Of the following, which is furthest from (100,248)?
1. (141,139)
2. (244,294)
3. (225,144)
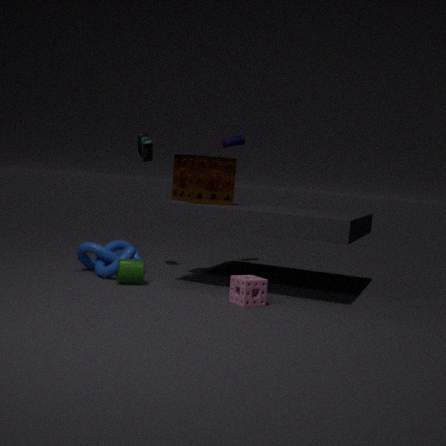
(225,144)
